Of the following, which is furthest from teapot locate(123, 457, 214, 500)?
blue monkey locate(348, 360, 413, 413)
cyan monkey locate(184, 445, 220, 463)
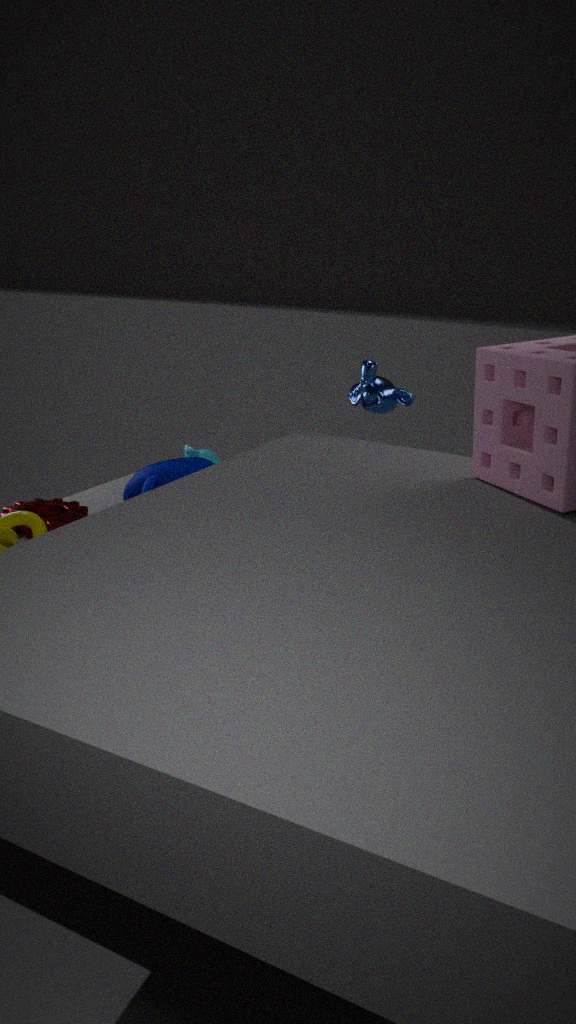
blue monkey locate(348, 360, 413, 413)
